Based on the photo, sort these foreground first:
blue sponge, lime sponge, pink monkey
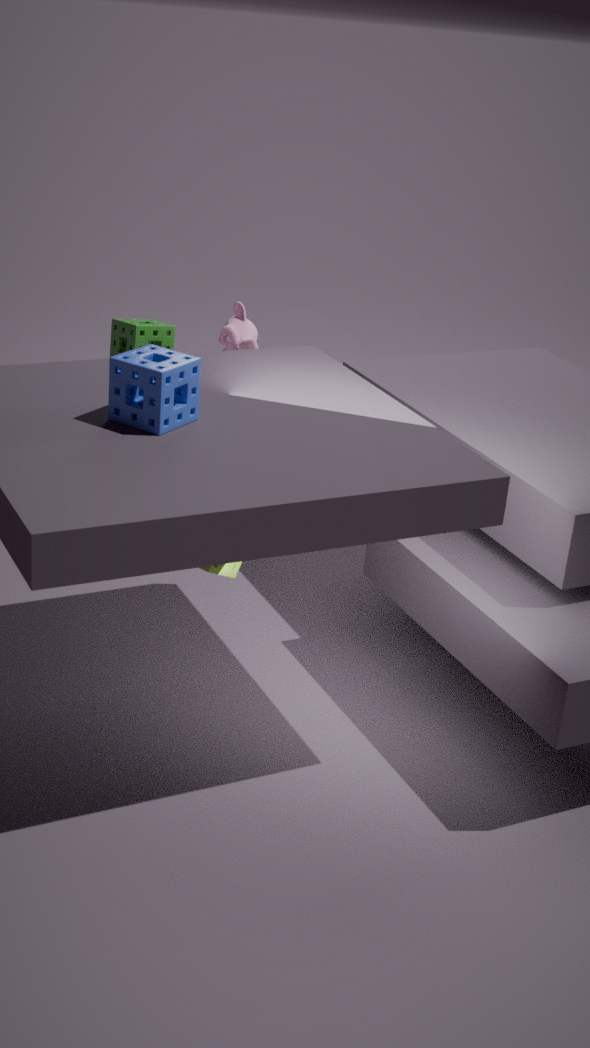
blue sponge < lime sponge < pink monkey
